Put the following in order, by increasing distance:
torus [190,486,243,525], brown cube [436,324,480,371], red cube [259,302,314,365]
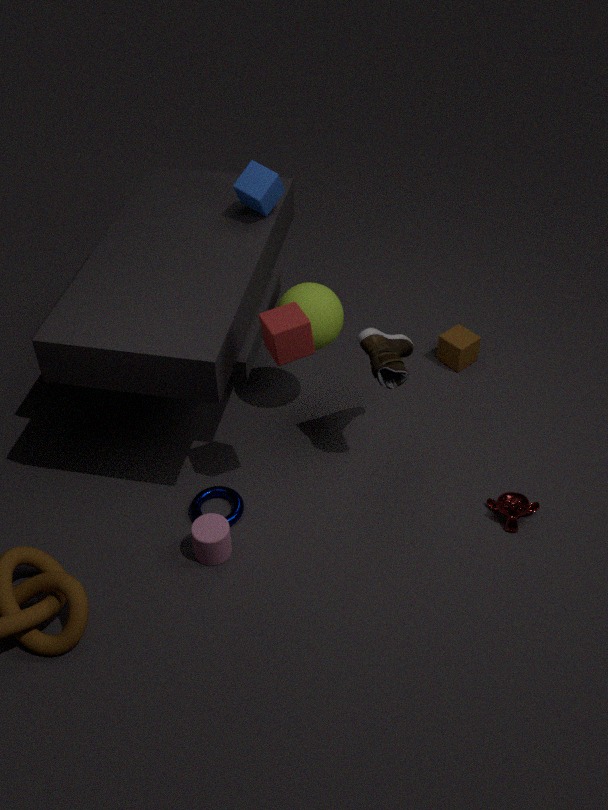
red cube [259,302,314,365] < torus [190,486,243,525] < brown cube [436,324,480,371]
